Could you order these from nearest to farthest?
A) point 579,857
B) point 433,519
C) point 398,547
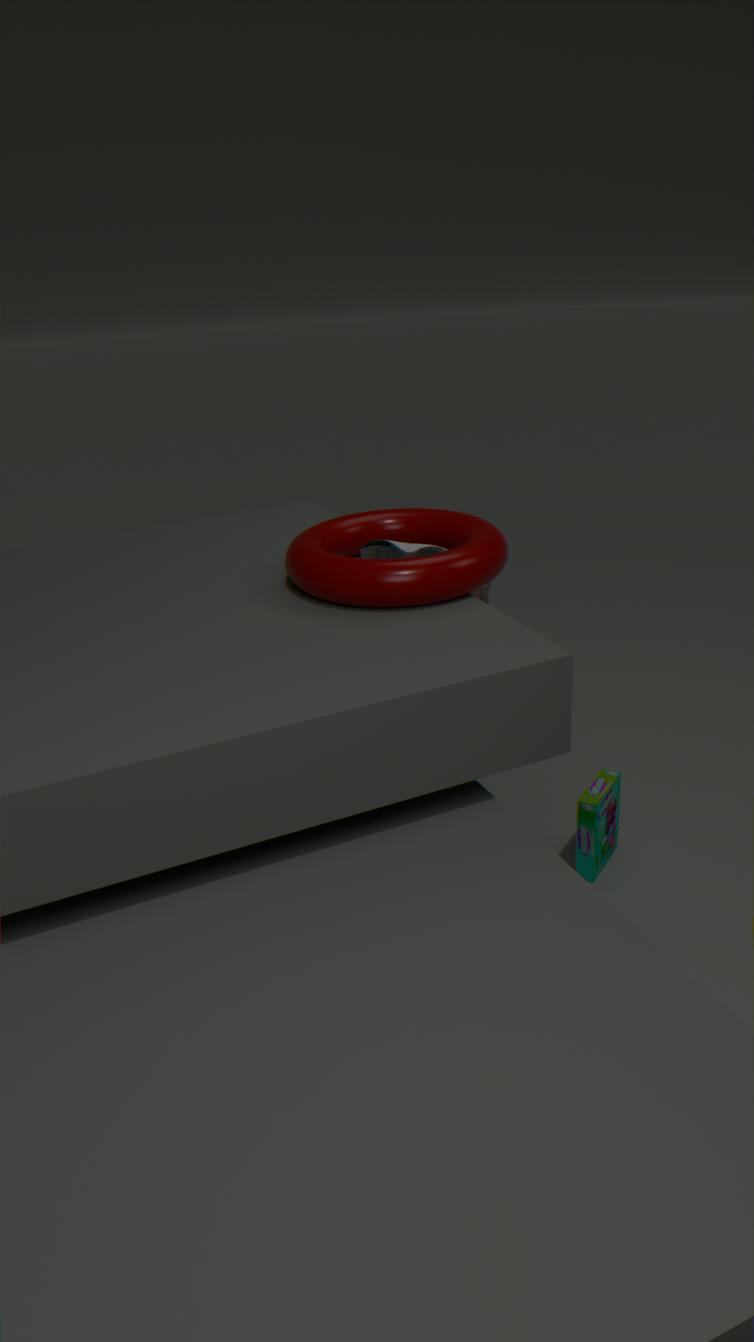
point 398,547 → point 433,519 → point 579,857
